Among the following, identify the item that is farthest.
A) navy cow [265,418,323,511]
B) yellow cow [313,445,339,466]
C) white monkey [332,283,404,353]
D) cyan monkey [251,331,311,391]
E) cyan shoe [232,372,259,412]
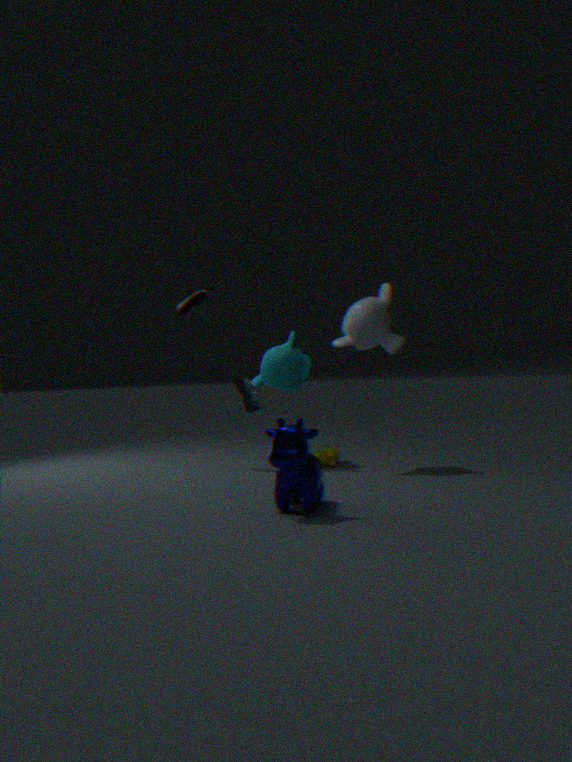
yellow cow [313,445,339,466]
